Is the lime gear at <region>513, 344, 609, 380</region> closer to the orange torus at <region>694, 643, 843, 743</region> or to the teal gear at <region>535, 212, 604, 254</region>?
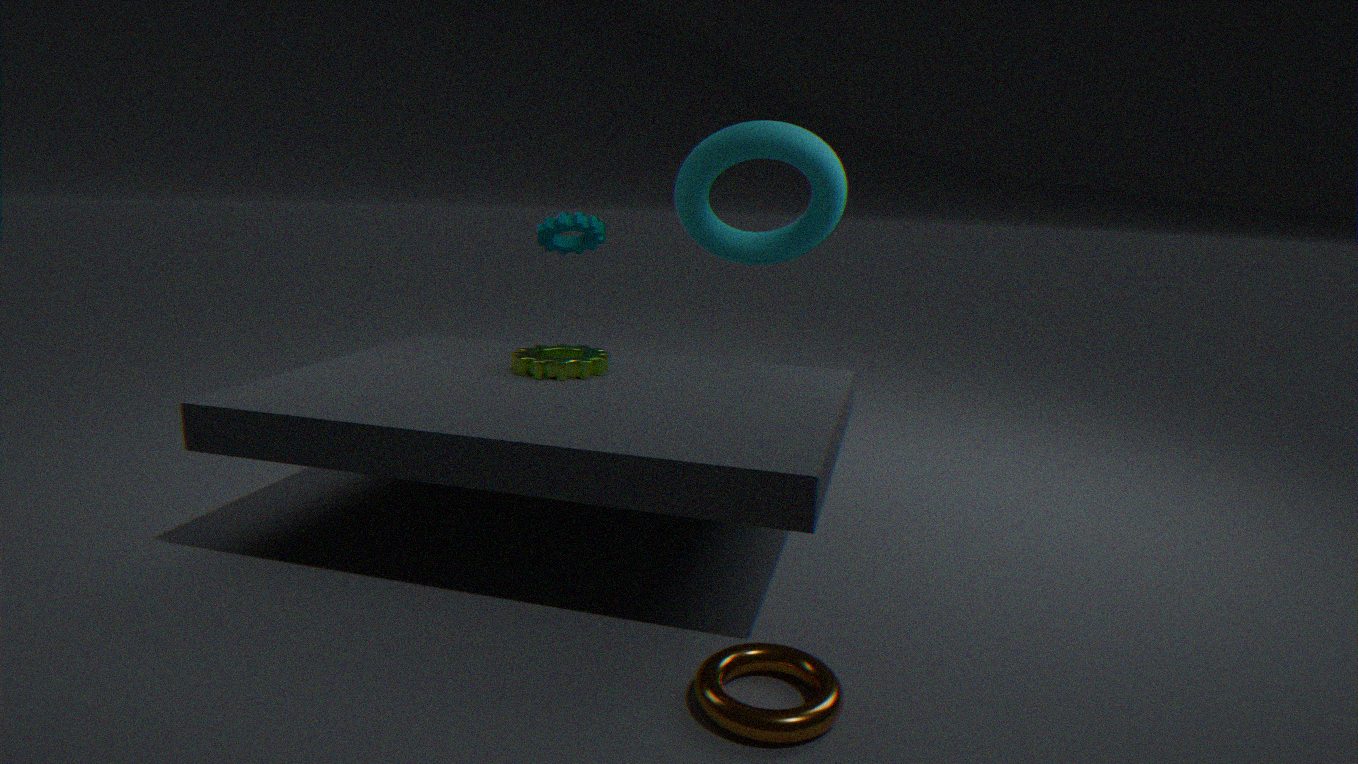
the teal gear at <region>535, 212, 604, 254</region>
